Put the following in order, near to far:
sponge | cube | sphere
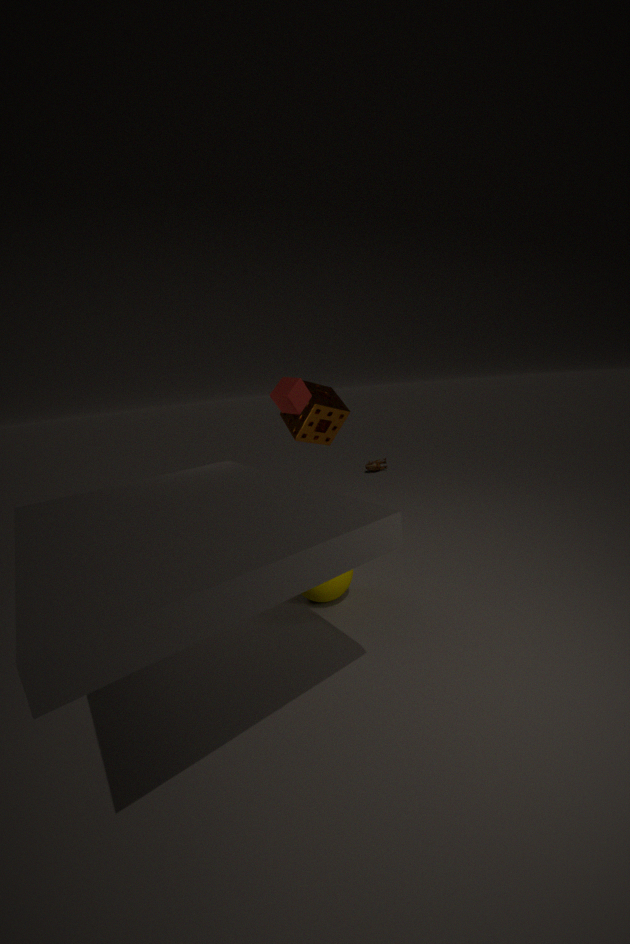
sphere → cube → sponge
